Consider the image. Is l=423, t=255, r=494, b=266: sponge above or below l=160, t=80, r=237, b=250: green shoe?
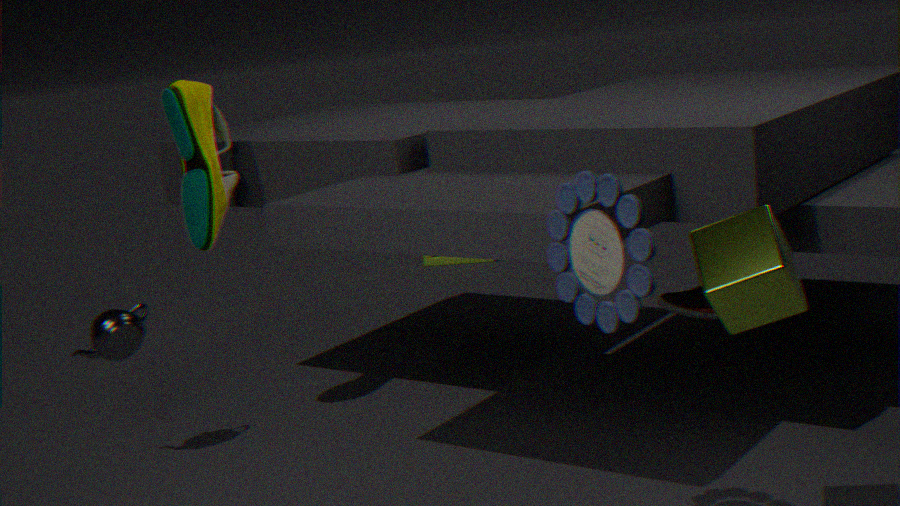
below
